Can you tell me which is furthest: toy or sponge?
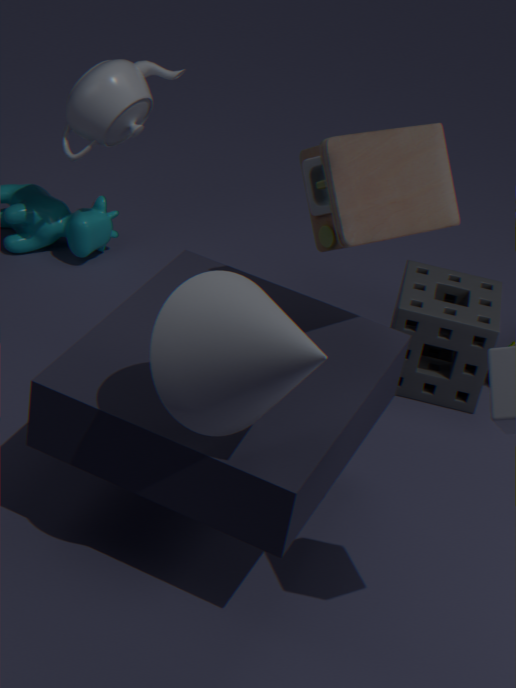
sponge
